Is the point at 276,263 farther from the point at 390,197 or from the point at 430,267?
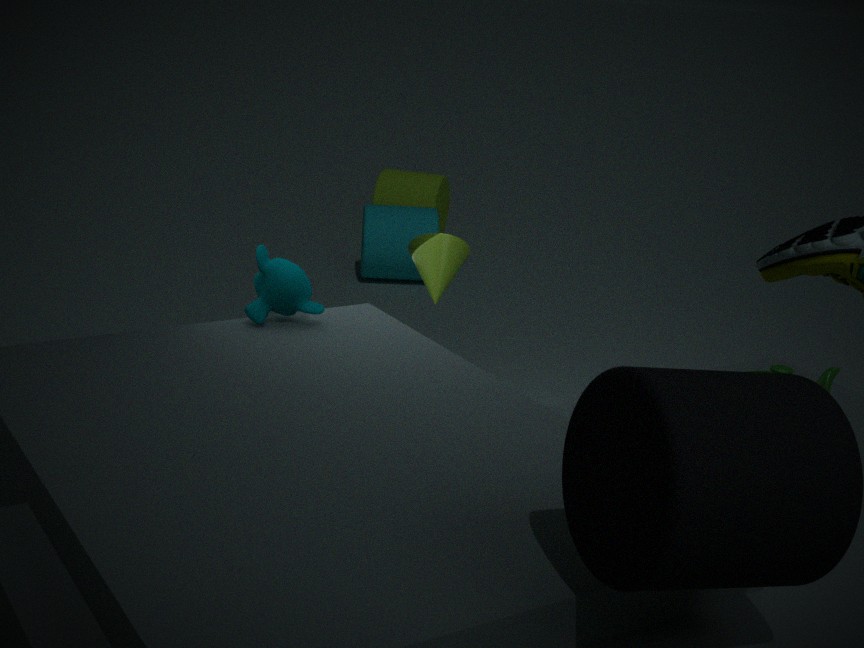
the point at 390,197
